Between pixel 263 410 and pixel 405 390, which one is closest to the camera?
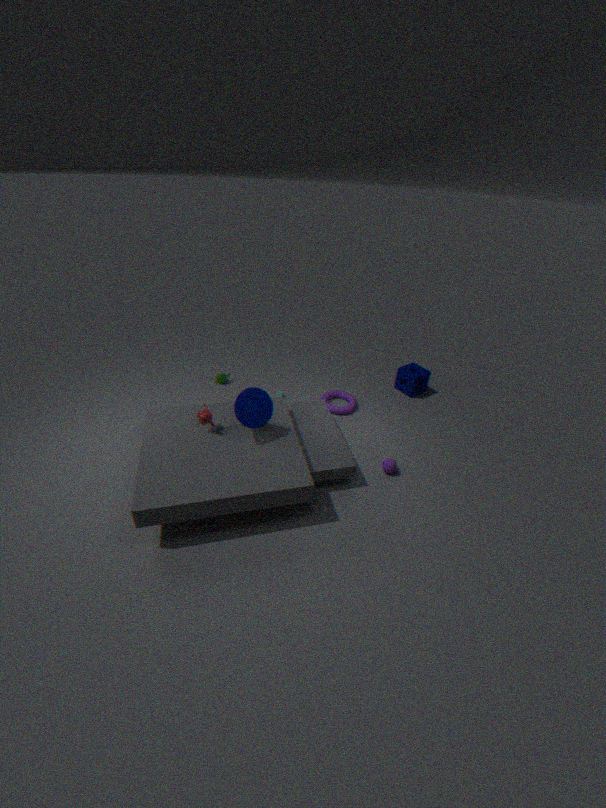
pixel 263 410
